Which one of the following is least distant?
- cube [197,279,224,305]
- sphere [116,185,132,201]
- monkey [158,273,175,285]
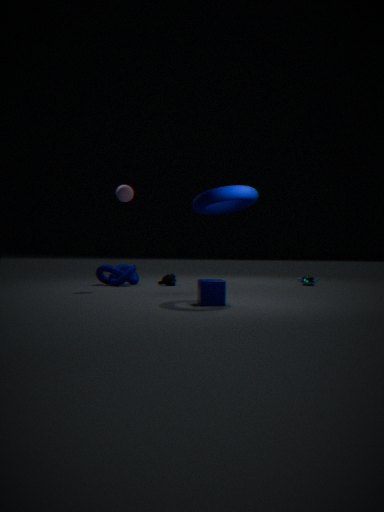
cube [197,279,224,305]
